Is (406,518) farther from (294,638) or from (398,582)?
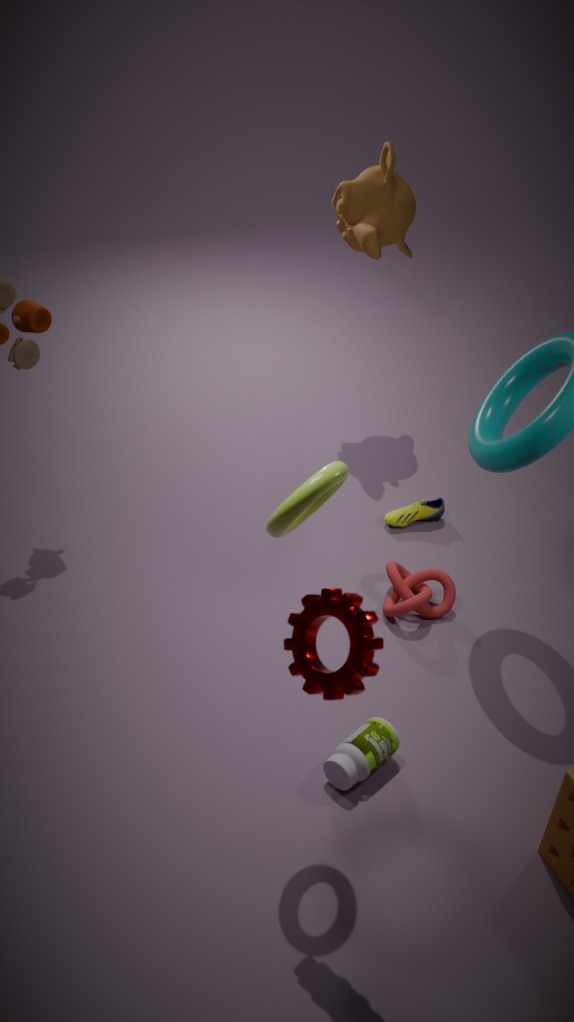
(294,638)
